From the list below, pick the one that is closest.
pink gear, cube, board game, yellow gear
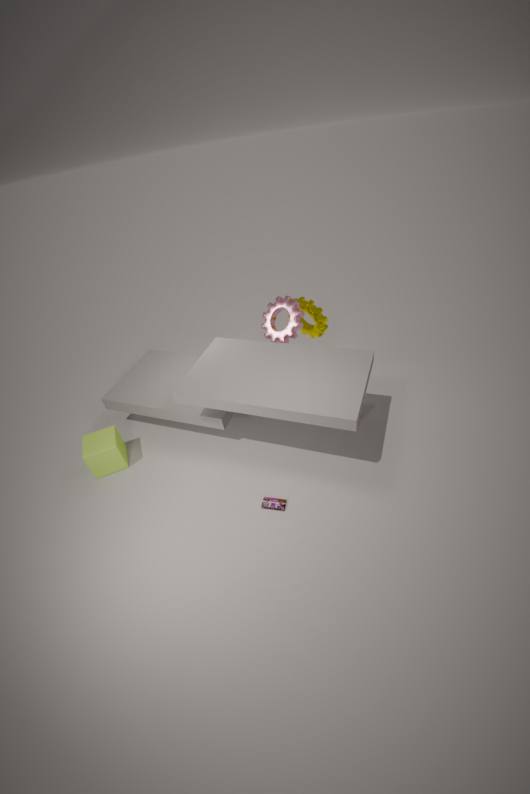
board game
